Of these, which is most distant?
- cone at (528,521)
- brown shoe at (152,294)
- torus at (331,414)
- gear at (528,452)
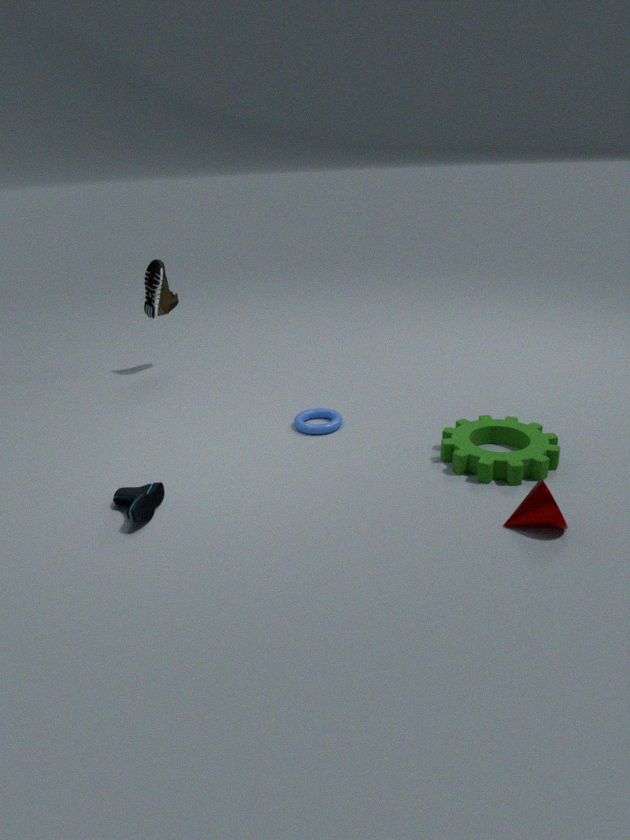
brown shoe at (152,294)
